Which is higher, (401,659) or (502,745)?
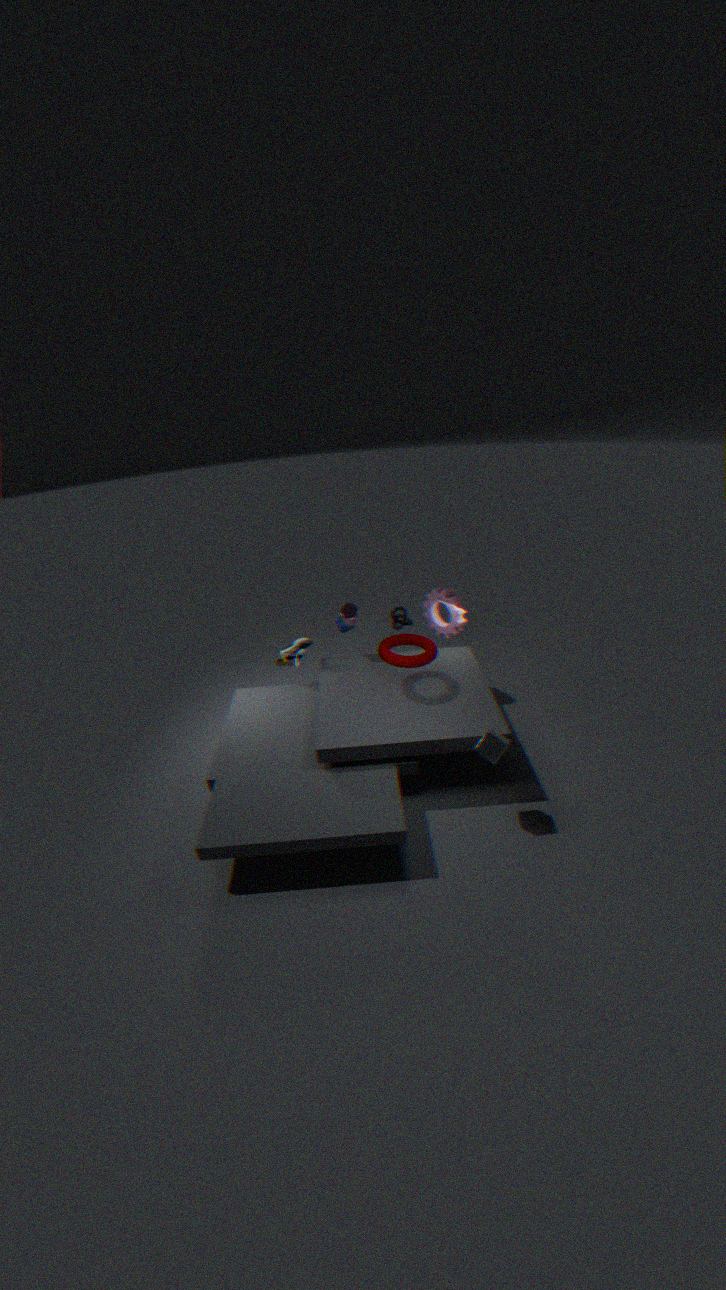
(401,659)
